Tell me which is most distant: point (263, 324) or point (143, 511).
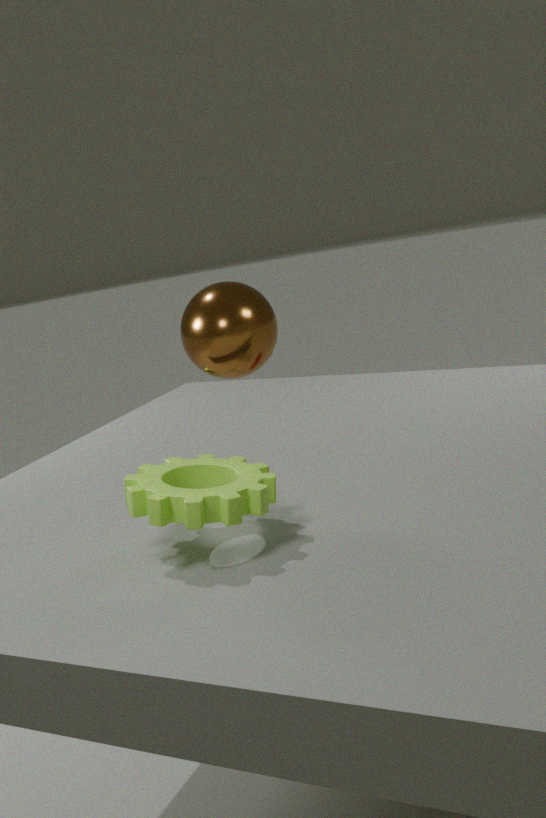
point (263, 324)
